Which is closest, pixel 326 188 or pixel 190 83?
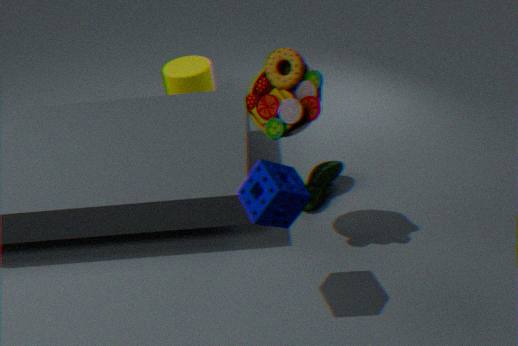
pixel 326 188
